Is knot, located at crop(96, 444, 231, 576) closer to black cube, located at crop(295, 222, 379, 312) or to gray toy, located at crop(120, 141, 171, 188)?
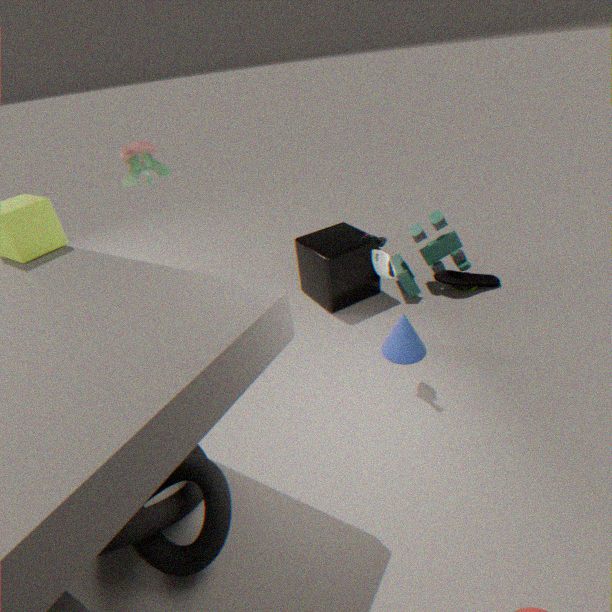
gray toy, located at crop(120, 141, 171, 188)
